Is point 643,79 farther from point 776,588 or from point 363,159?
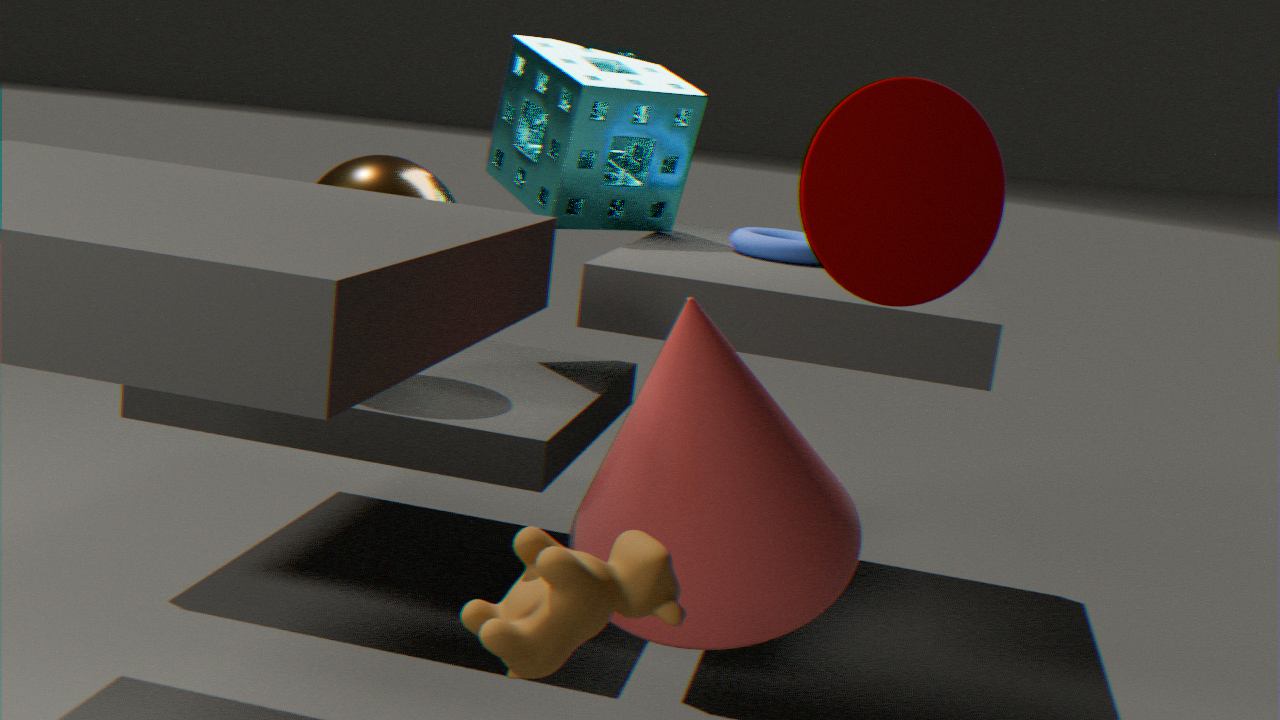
point 776,588
